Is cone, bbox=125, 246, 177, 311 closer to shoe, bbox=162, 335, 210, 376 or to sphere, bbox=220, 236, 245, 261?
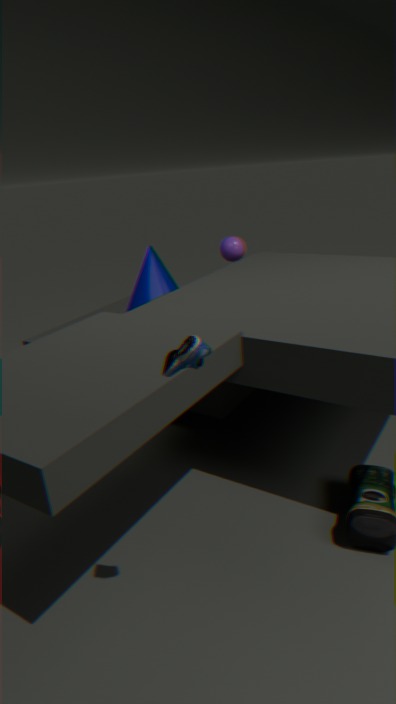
sphere, bbox=220, 236, 245, 261
